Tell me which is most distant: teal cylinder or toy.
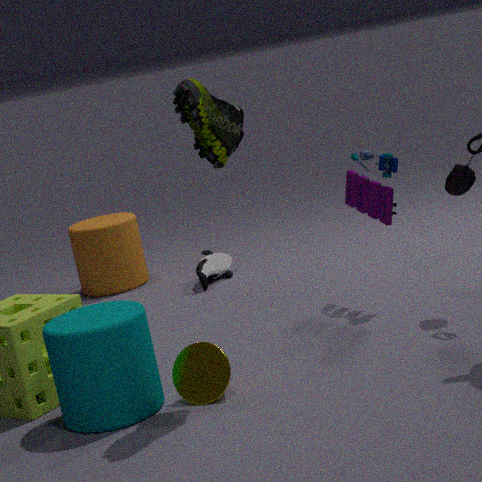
toy
